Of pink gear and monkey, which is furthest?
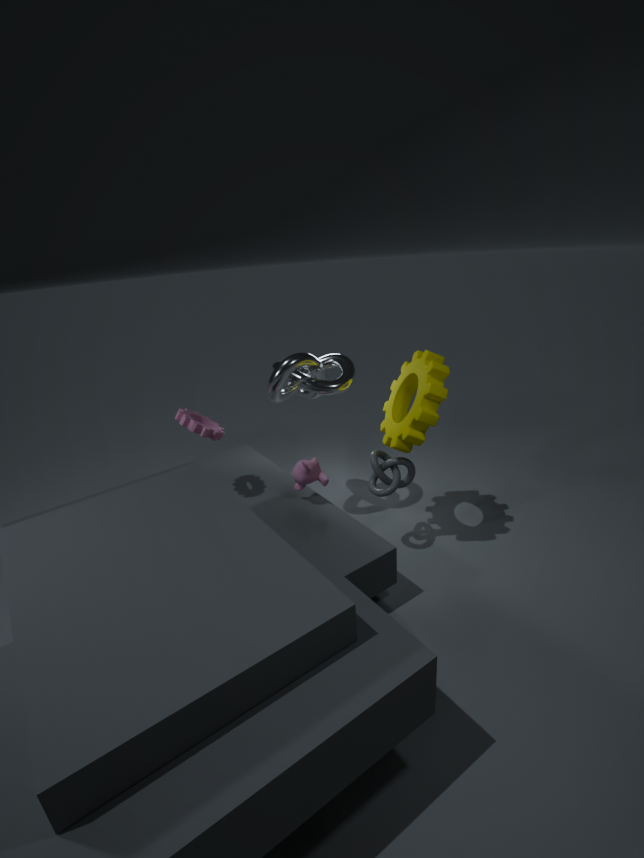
monkey
